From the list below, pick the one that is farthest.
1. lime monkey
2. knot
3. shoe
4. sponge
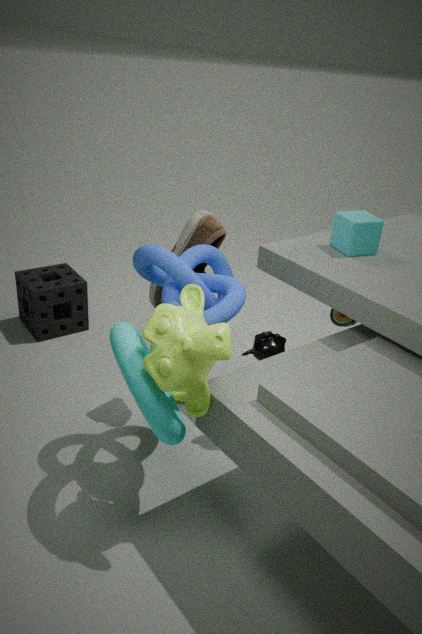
sponge
